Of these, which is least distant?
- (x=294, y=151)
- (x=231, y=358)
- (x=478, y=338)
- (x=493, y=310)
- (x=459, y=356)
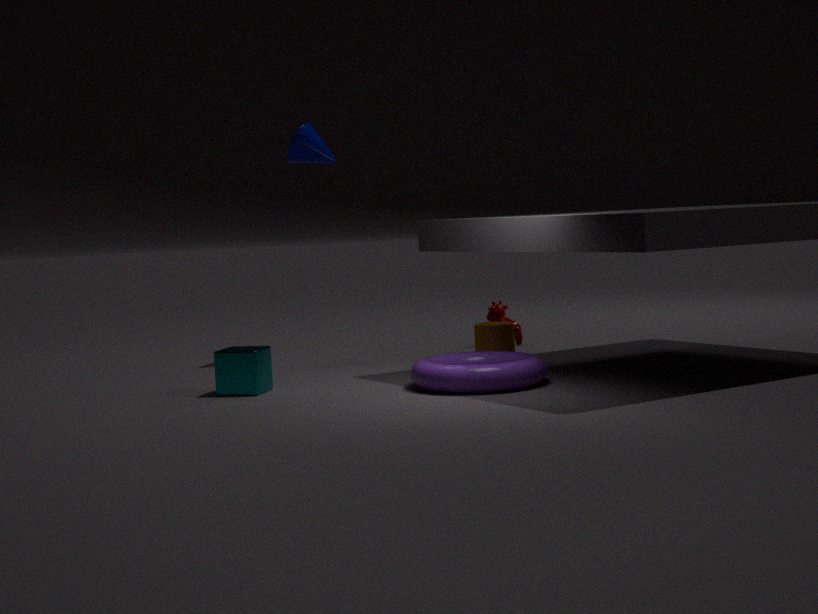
(x=231, y=358)
